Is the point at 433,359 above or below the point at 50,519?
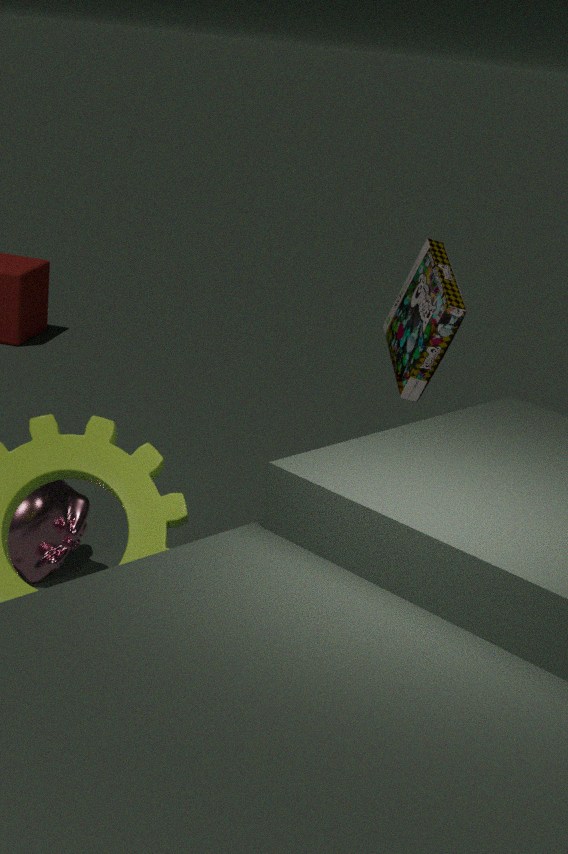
above
